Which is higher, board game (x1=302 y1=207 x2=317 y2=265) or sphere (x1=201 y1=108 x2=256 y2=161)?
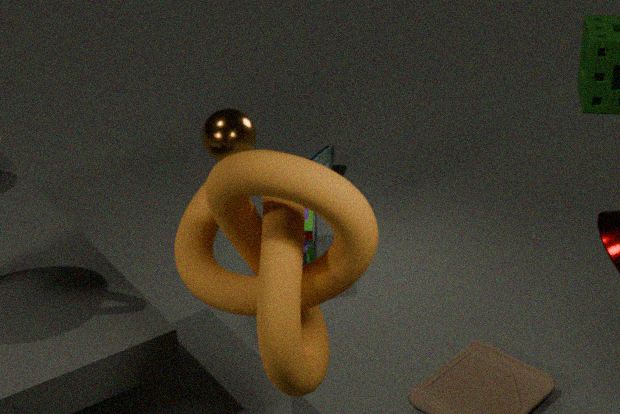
sphere (x1=201 y1=108 x2=256 y2=161)
